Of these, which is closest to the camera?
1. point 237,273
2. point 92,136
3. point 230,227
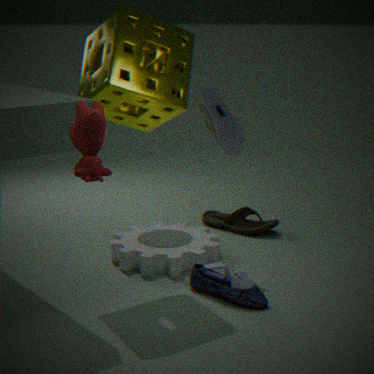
point 92,136
